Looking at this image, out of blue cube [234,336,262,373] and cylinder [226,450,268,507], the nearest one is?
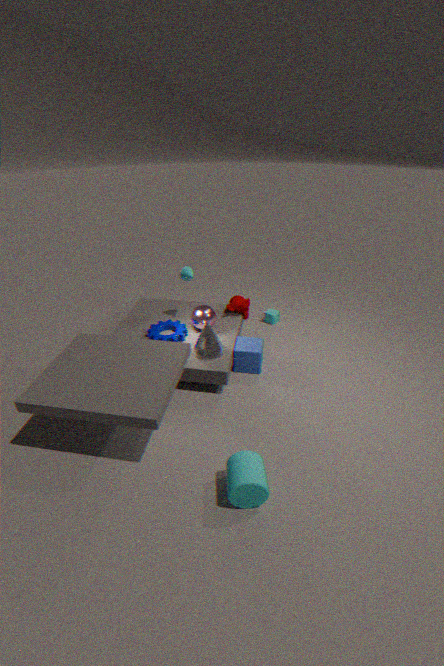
cylinder [226,450,268,507]
